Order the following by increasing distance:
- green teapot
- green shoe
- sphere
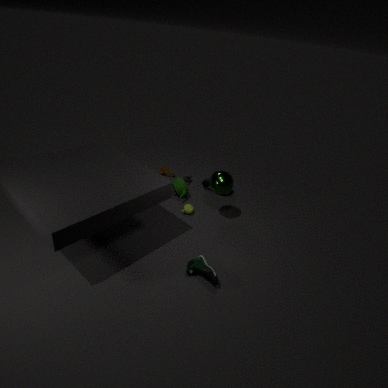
green shoe → sphere → green teapot
